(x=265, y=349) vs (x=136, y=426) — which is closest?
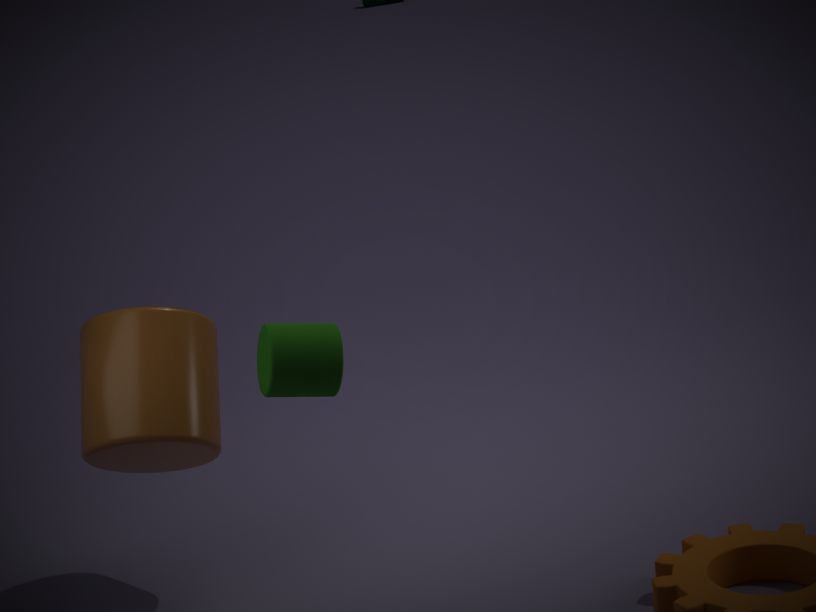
(x=265, y=349)
